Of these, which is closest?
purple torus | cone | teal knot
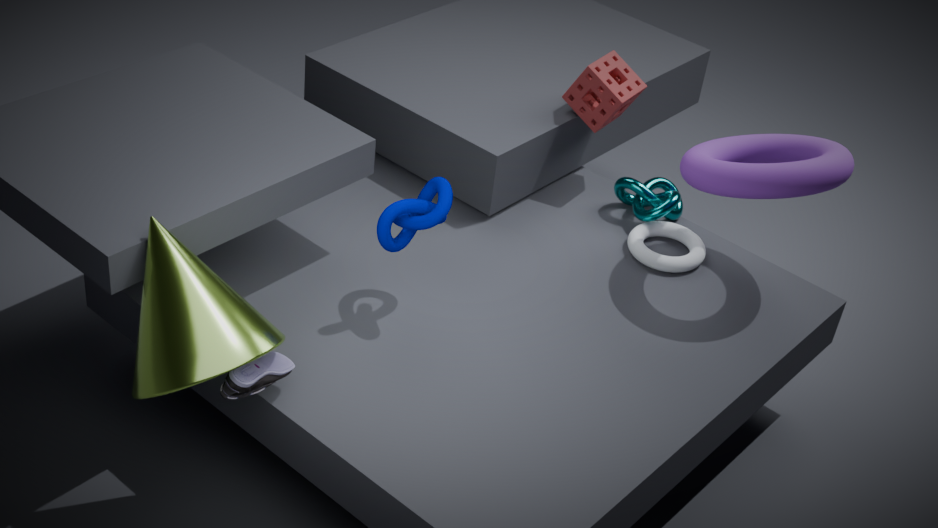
cone
